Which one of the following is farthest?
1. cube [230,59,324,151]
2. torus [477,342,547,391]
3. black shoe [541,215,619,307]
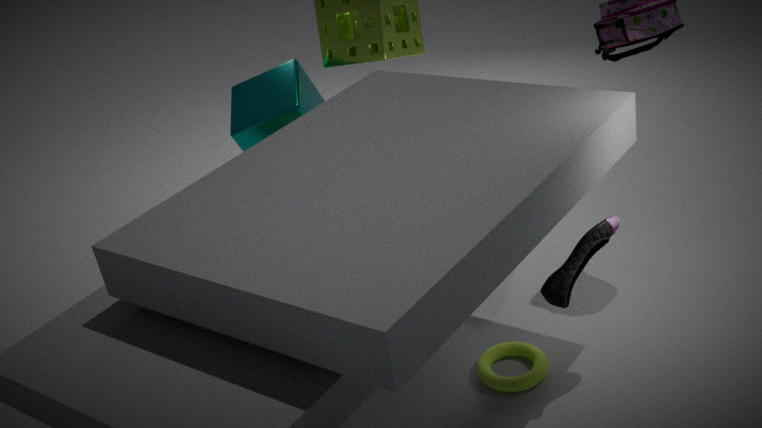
cube [230,59,324,151]
